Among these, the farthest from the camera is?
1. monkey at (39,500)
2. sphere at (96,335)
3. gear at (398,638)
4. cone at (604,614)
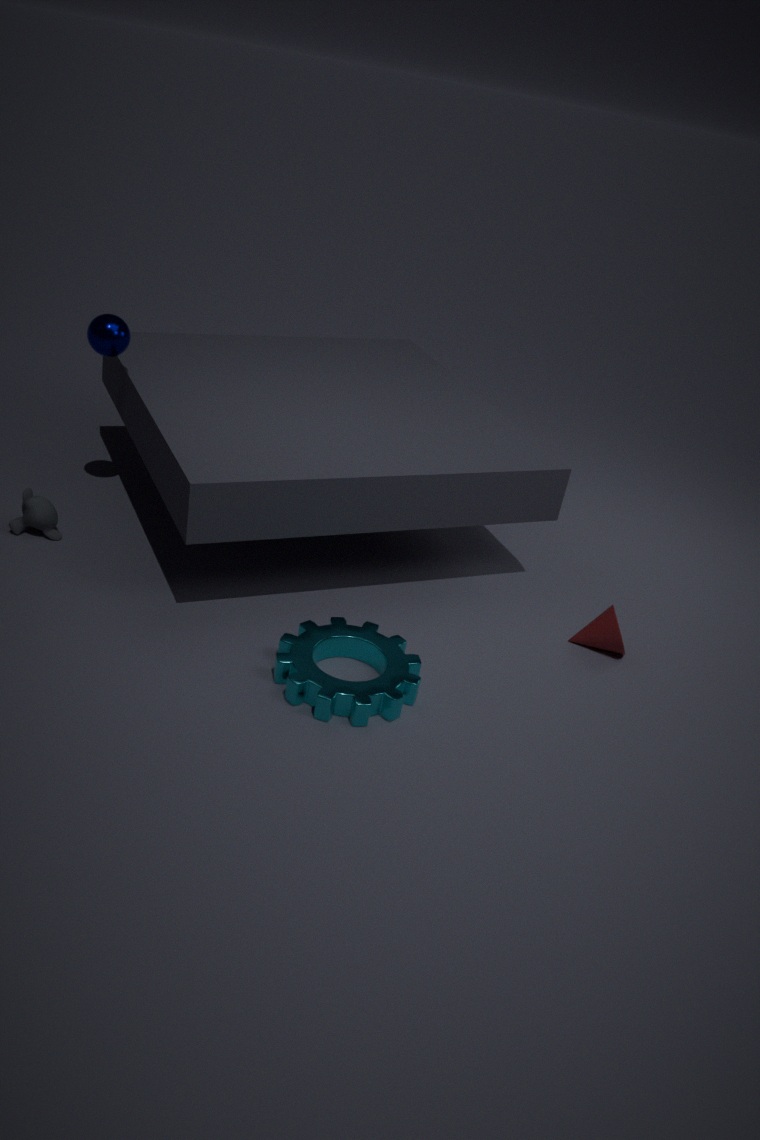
monkey at (39,500)
